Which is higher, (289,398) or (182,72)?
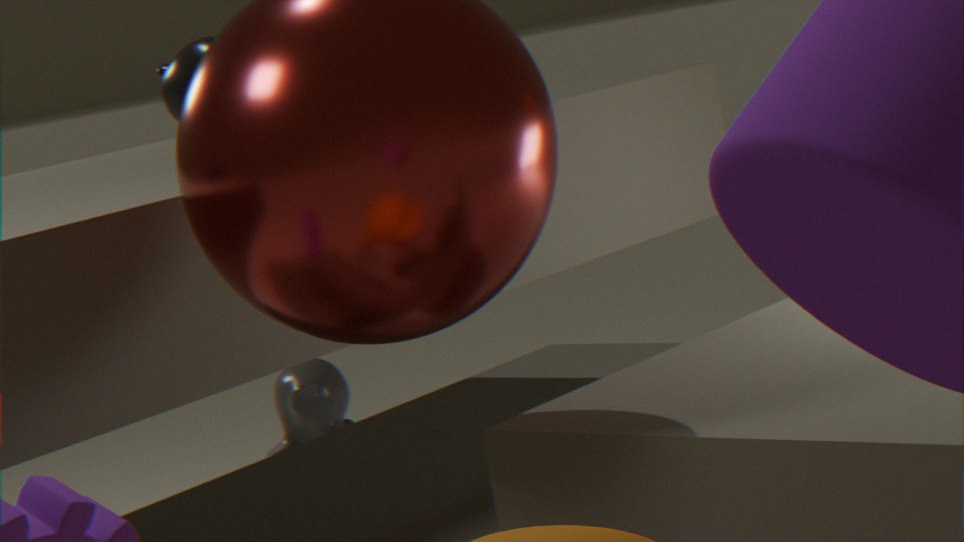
(182,72)
